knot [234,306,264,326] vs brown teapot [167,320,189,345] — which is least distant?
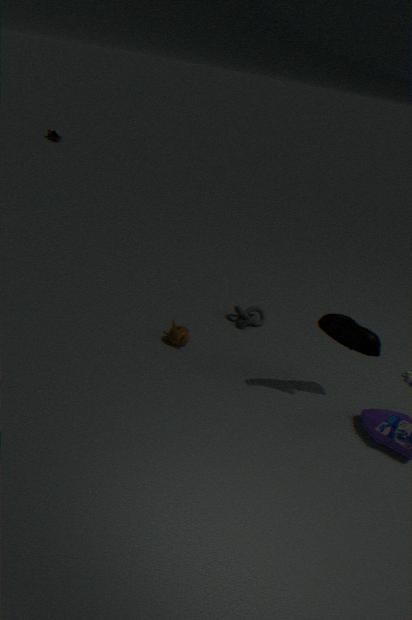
brown teapot [167,320,189,345]
